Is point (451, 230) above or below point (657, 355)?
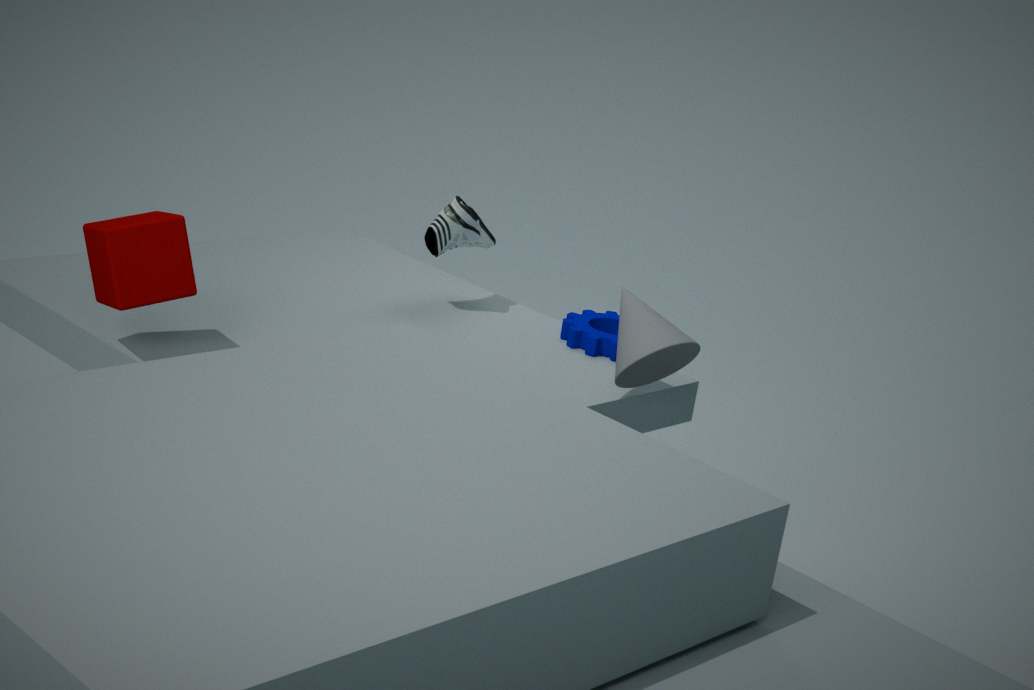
above
